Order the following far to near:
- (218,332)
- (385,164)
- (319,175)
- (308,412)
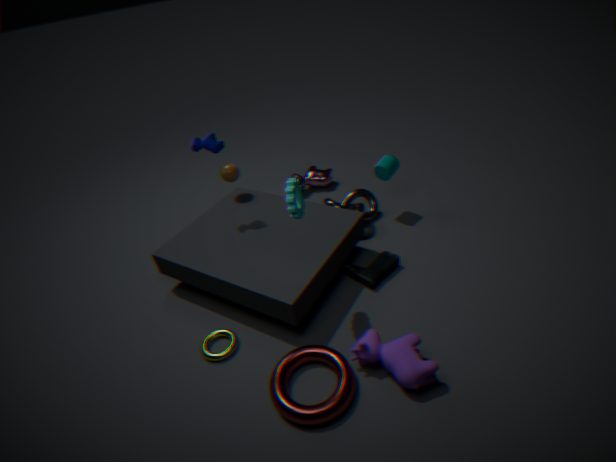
(319,175) < (385,164) < (218,332) < (308,412)
